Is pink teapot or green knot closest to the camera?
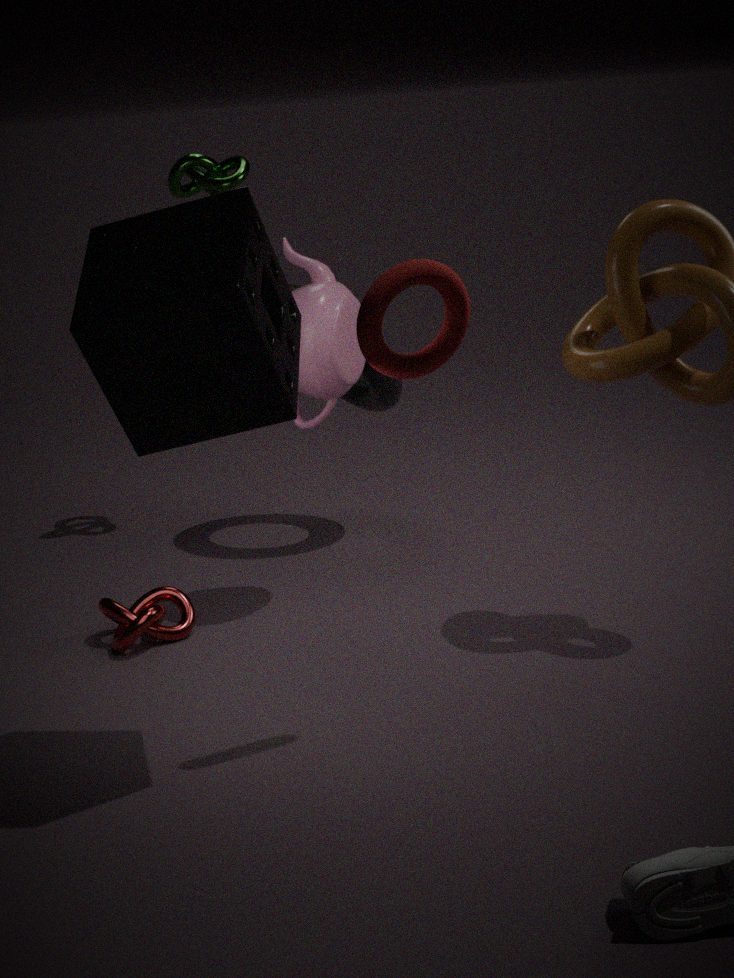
A: pink teapot
